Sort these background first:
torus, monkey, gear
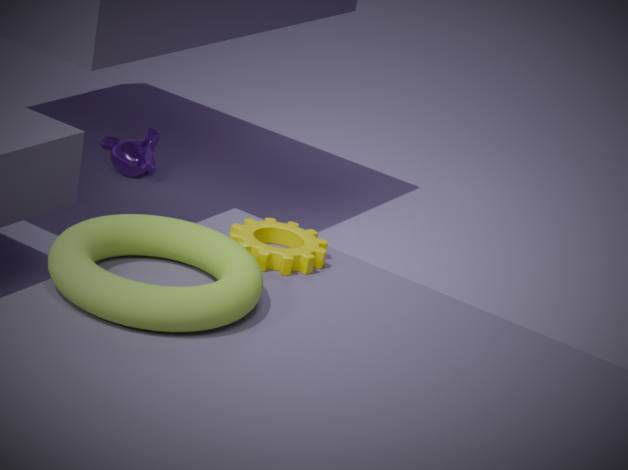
monkey → gear → torus
